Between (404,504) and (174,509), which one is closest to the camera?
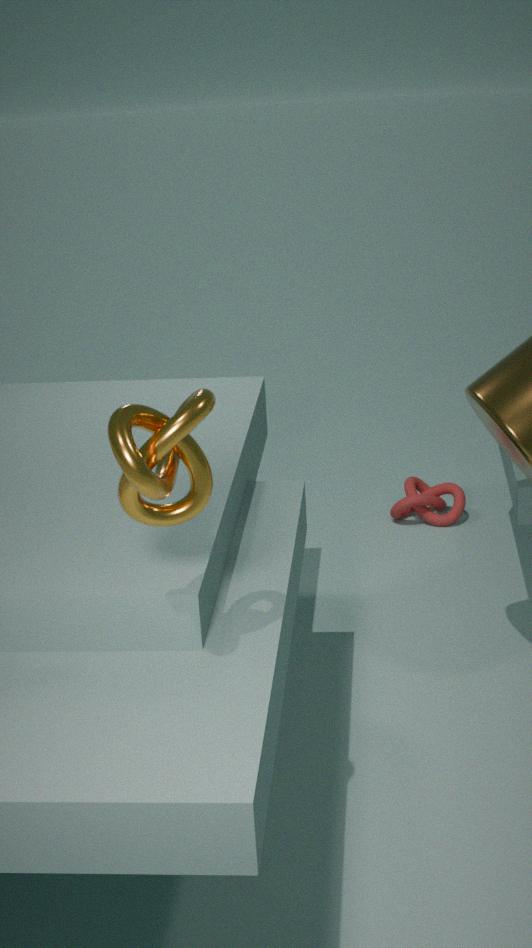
(174,509)
